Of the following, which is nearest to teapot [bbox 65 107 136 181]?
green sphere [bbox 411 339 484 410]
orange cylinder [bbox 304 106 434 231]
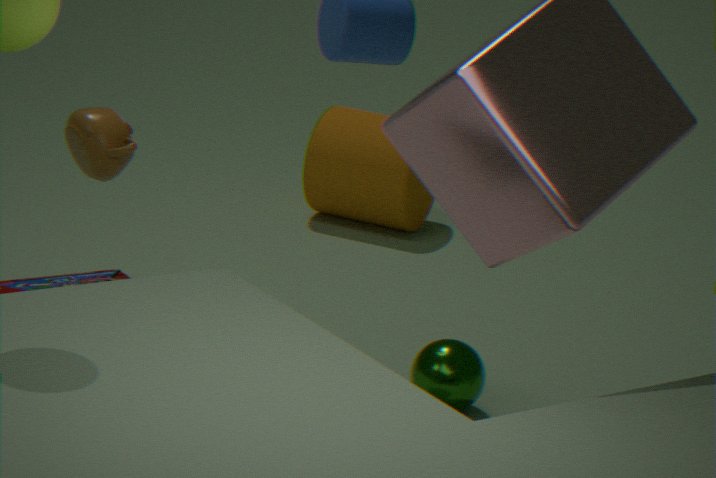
green sphere [bbox 411 339 484 410]
